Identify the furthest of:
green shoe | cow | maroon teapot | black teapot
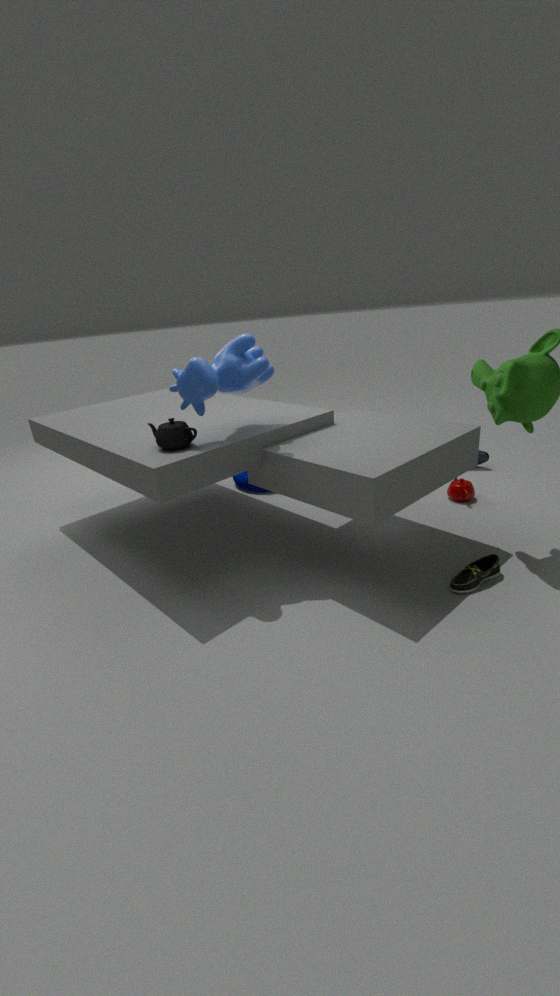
maroon teapot
